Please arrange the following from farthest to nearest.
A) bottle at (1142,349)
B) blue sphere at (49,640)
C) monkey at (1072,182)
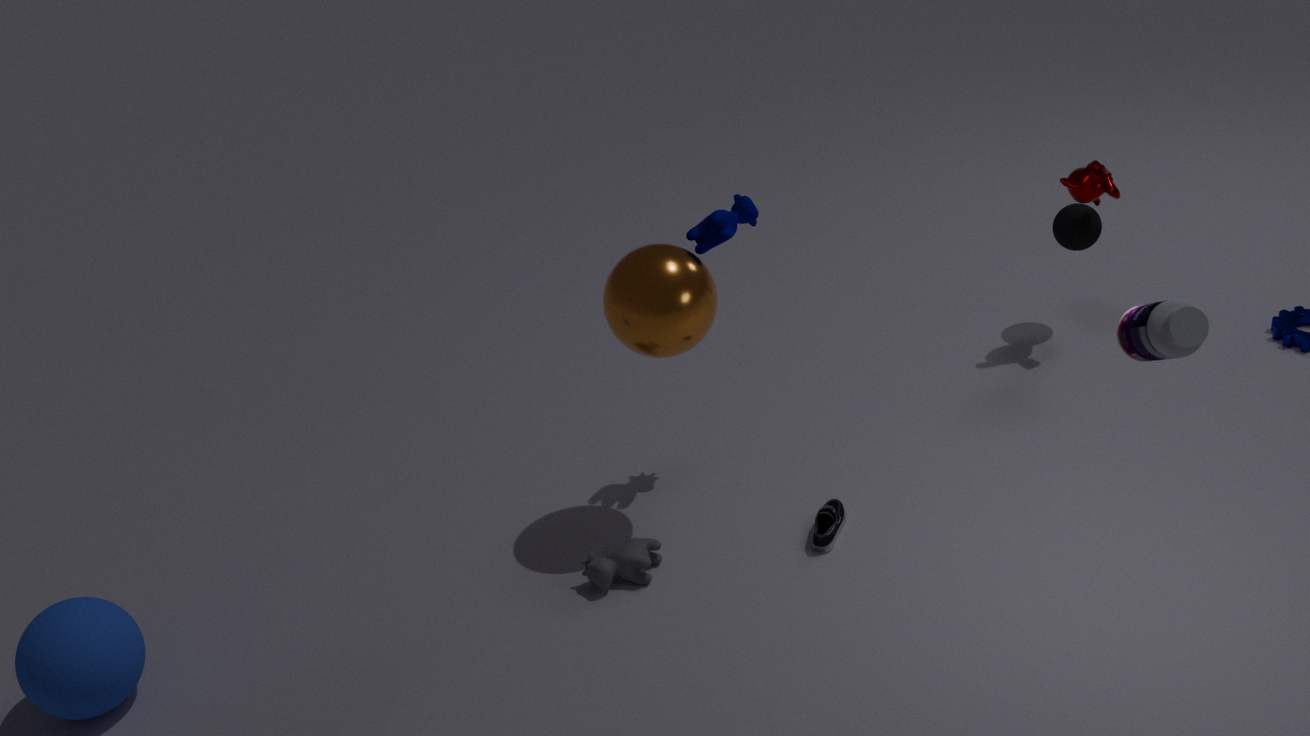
monkey at (1072,182) < blue sphere at (49,640) < bottle at (1142,349)
